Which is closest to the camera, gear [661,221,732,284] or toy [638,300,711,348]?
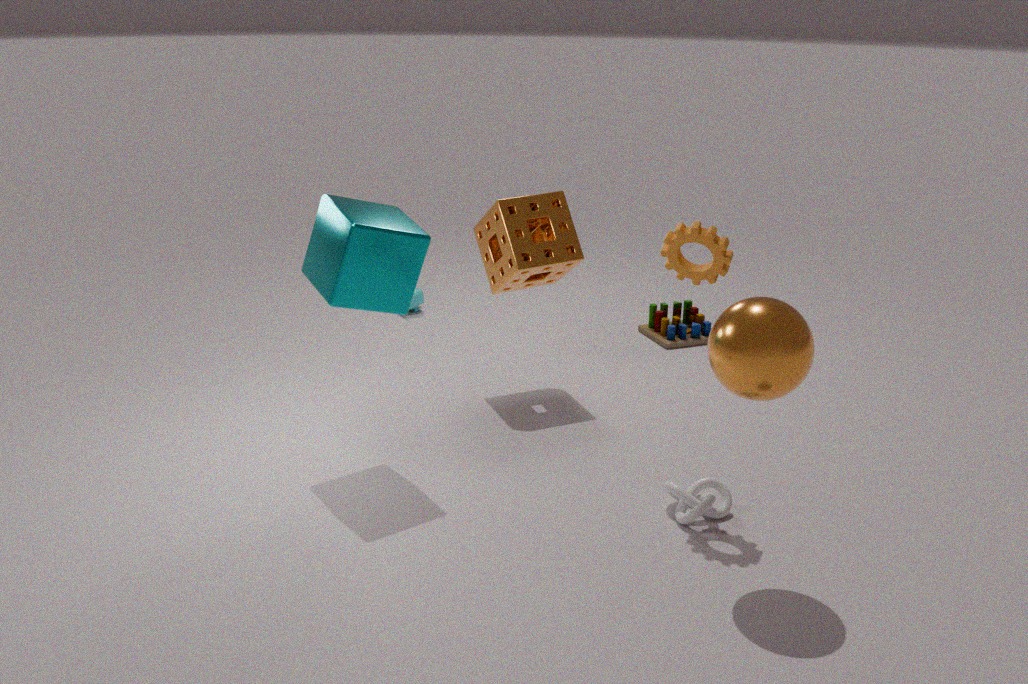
gear [661,221,732,284]
